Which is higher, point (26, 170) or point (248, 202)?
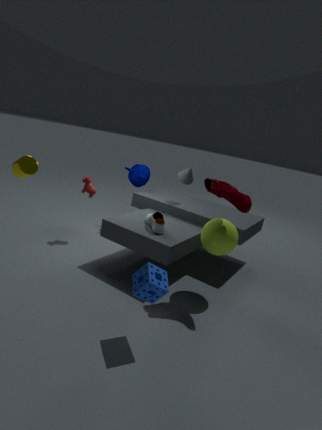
point (248, 202)
